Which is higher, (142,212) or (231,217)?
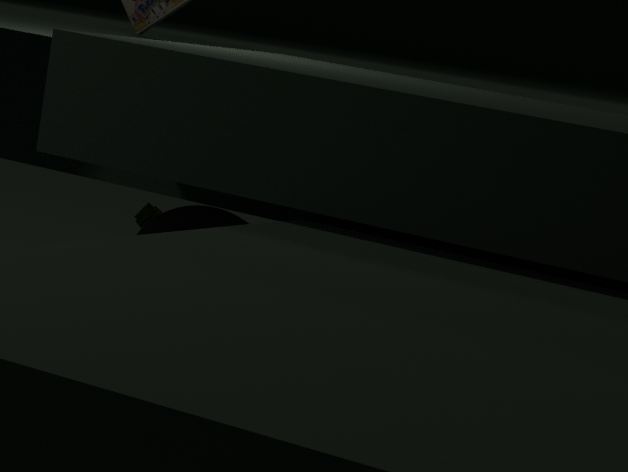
(231,217)
